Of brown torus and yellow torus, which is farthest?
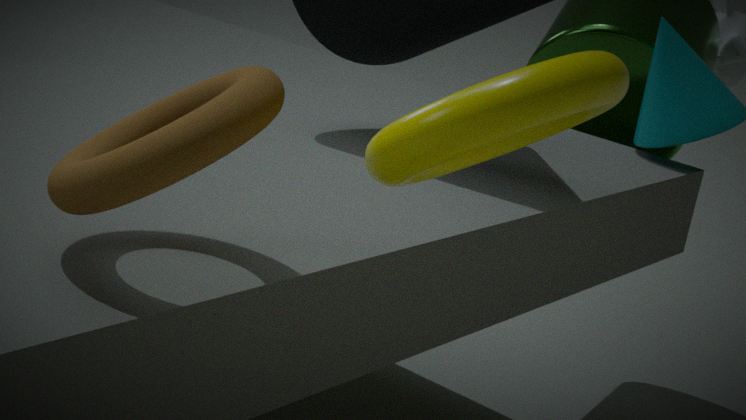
brown torus
